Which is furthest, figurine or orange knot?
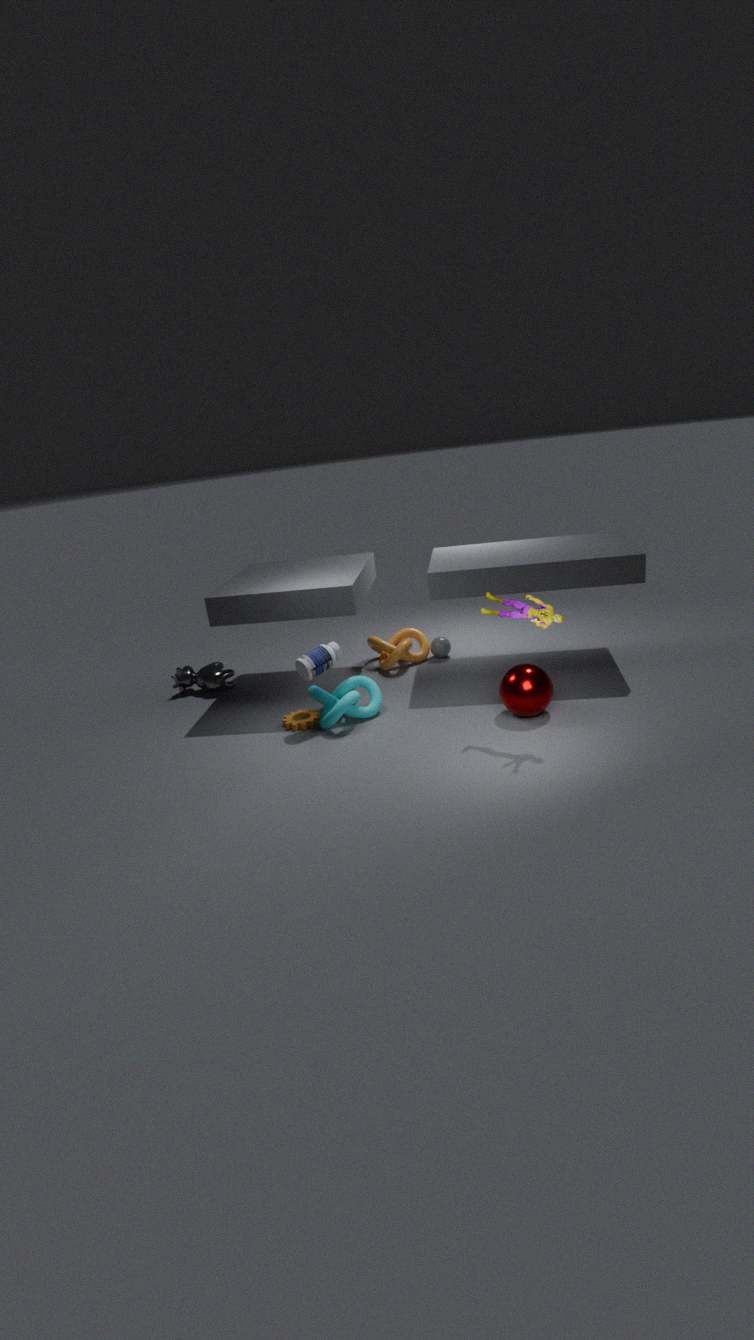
orange knot
